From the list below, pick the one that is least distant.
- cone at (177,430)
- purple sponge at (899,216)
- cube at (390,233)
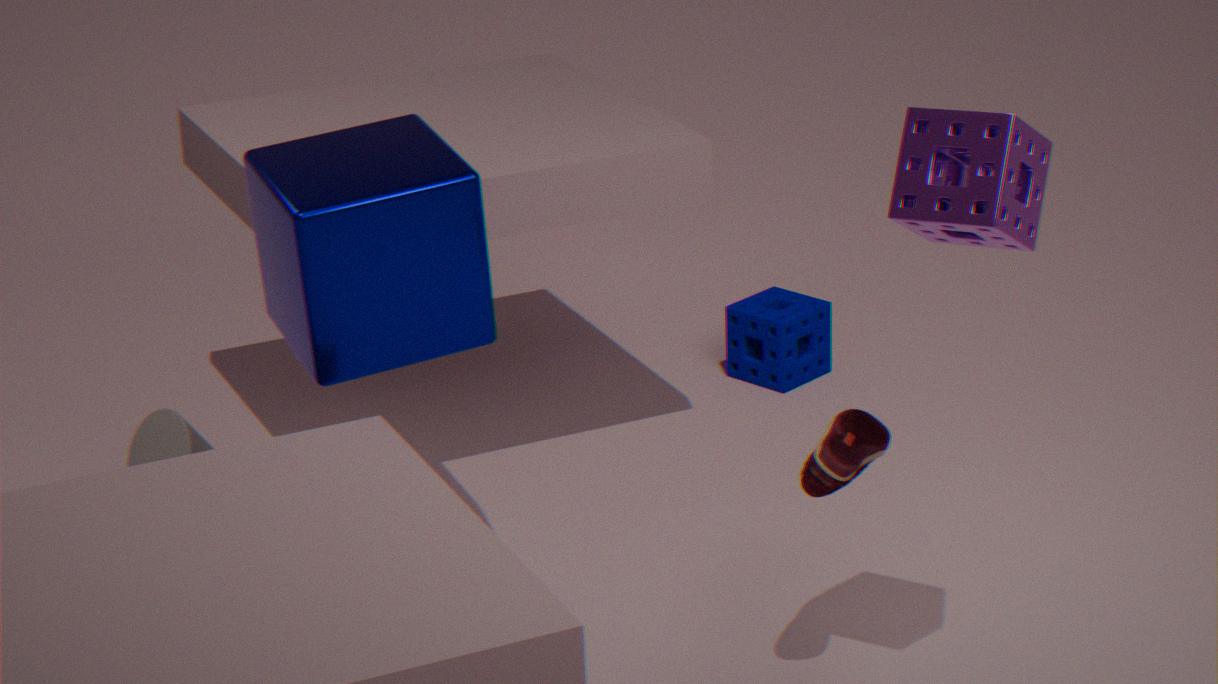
purple sponge at (899,216)
